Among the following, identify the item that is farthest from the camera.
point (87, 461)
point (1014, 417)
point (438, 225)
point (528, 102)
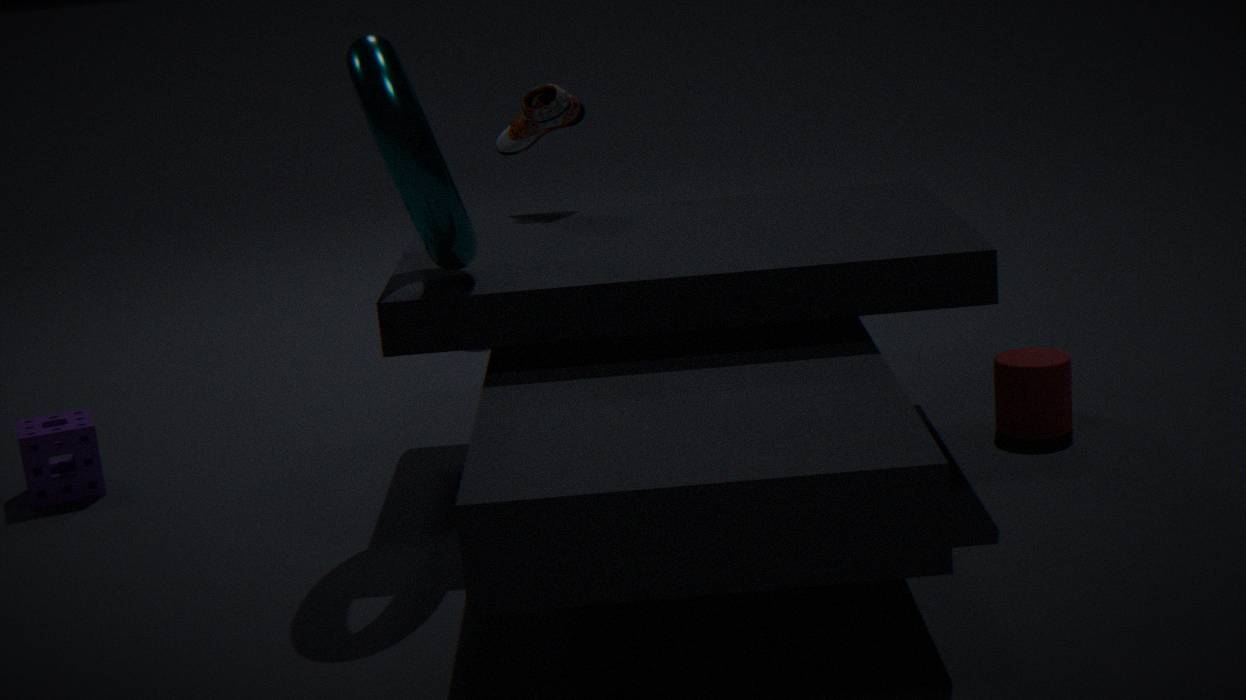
point (528, 102)
